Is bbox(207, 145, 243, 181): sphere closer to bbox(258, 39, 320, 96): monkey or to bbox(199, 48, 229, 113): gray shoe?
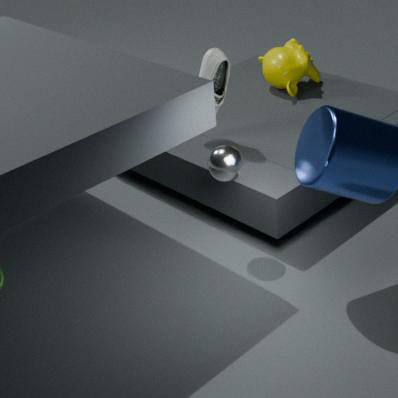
bbox(199, 48, 229, 113): gray shoe
